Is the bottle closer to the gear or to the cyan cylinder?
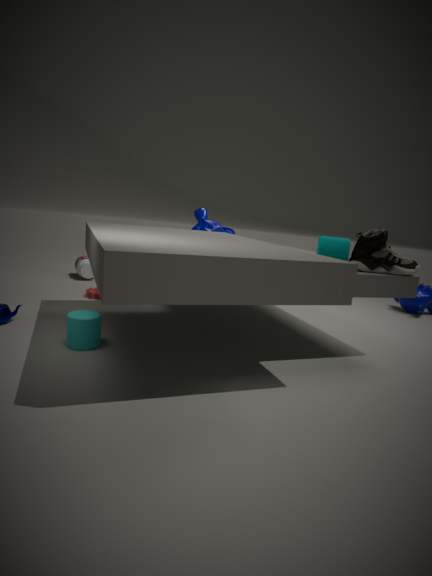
the gear
